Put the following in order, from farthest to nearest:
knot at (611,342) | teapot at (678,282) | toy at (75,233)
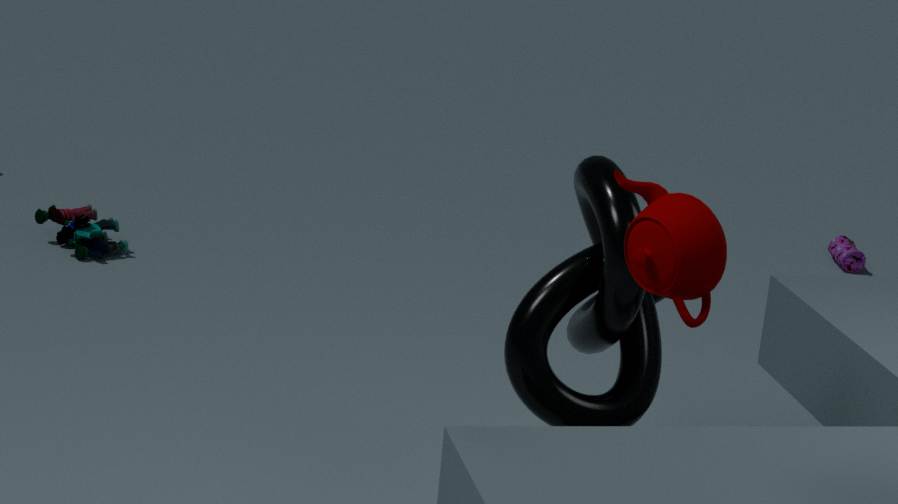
toy at (75,233) → knot at (611,342) → teapot at (678,282)
